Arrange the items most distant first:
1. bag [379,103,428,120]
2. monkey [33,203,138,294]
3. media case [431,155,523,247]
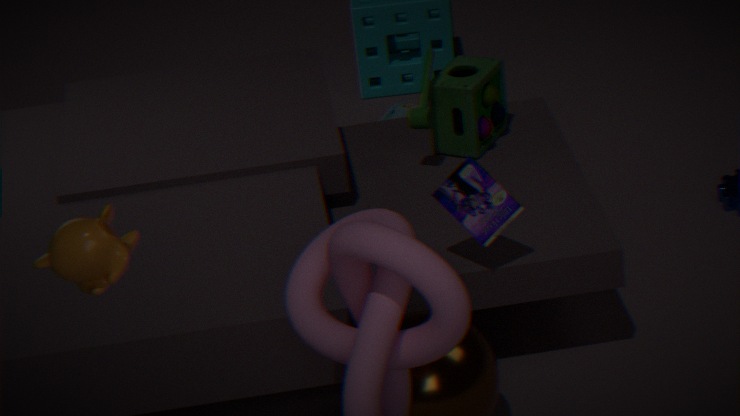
bag [379,103,428,120] → media case [431,155,523,247] → monkey [33,203,138,294]
